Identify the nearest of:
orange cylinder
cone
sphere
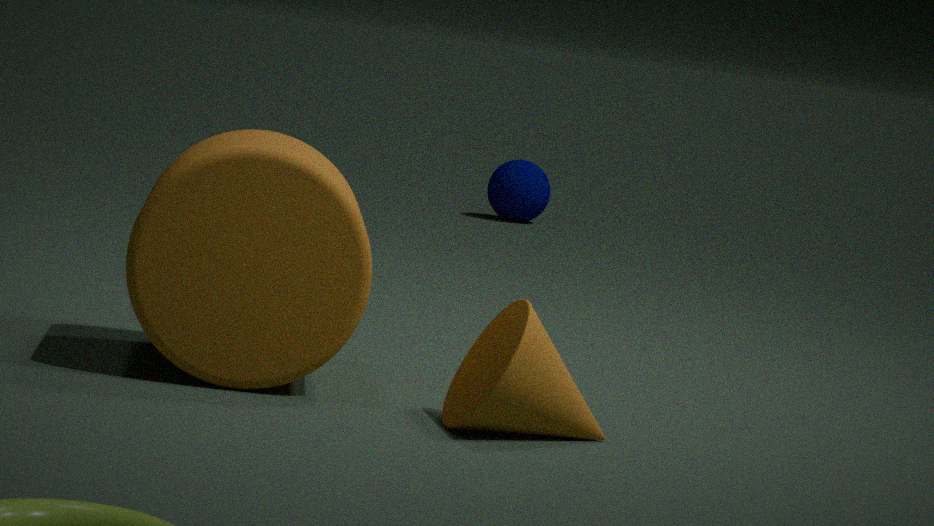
cone
